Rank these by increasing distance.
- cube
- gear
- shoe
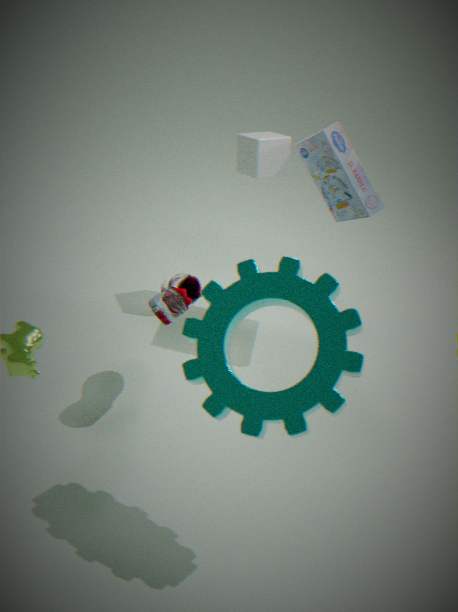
gear → shoe → cube
